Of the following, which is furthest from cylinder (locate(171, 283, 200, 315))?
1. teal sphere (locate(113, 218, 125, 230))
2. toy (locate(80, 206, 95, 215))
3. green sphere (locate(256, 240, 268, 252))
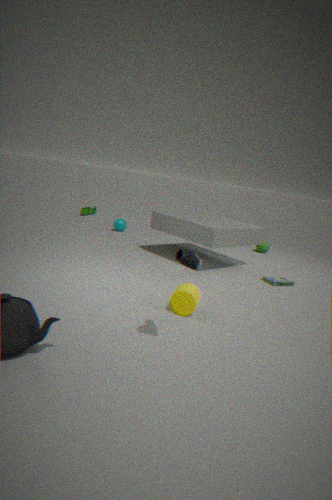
toy (locate(80, 206, 95, 215))
